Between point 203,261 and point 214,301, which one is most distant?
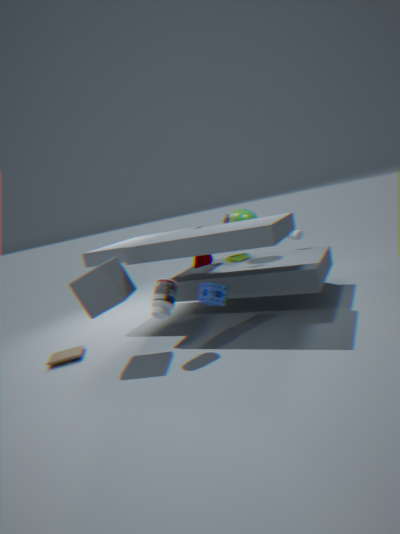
point 203,261
